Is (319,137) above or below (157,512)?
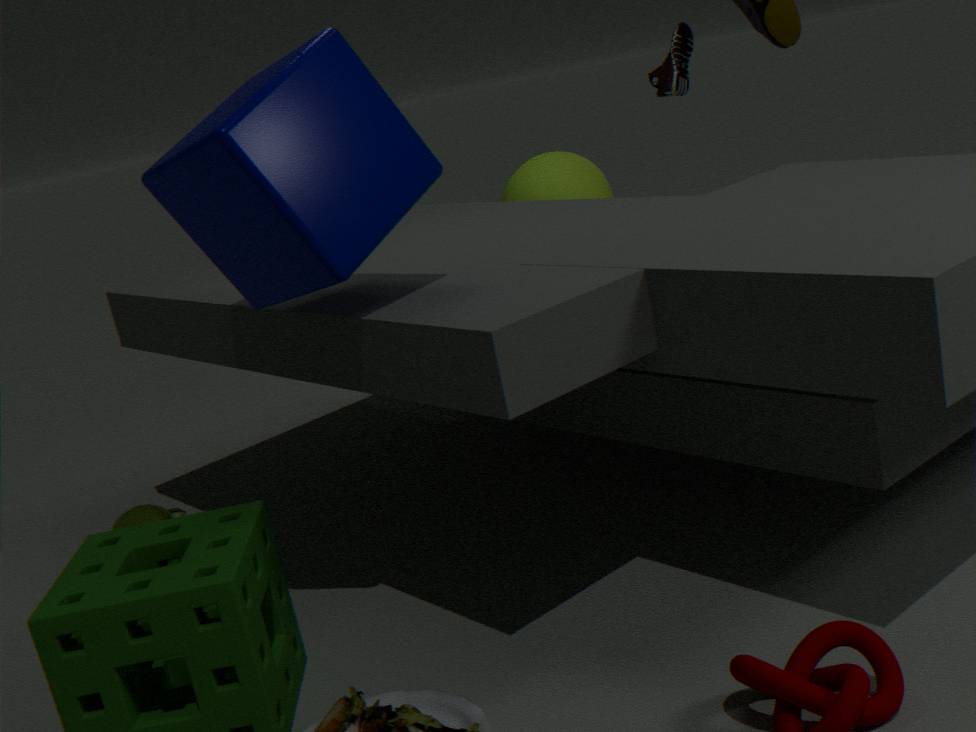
above
